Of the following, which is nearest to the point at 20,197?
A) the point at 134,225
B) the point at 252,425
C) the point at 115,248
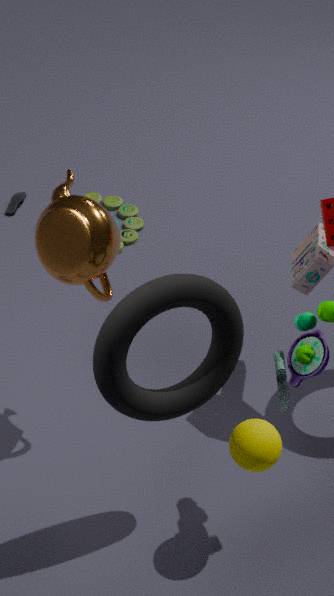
the point at 134,225
